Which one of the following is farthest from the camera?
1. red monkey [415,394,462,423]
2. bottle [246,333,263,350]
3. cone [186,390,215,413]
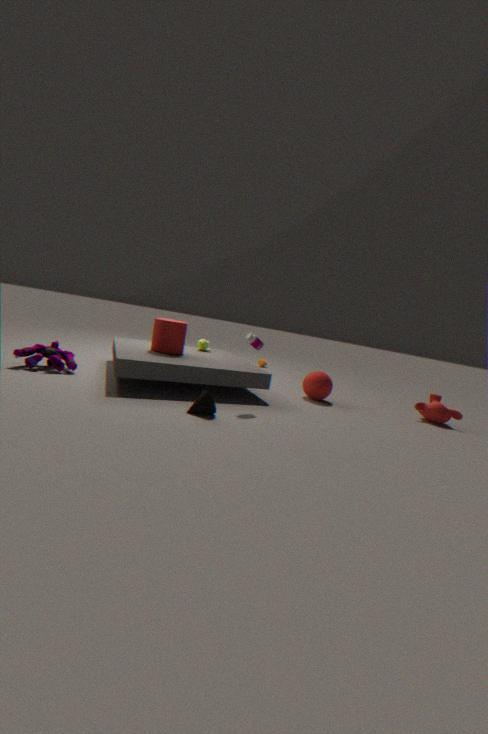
red monkey [415,394,462,423]
